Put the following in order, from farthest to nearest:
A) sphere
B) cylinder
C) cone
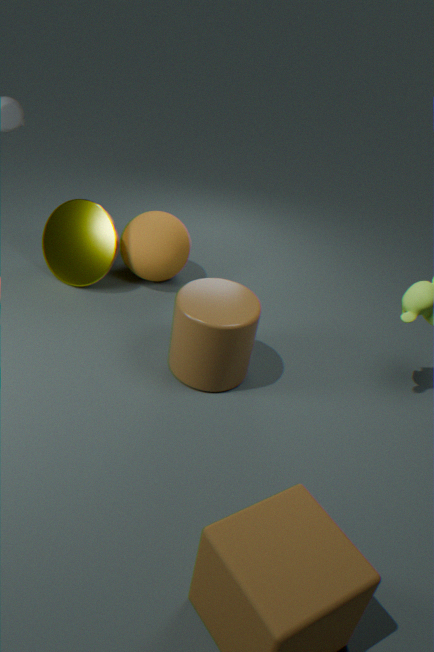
sphere < cone < cylinder
